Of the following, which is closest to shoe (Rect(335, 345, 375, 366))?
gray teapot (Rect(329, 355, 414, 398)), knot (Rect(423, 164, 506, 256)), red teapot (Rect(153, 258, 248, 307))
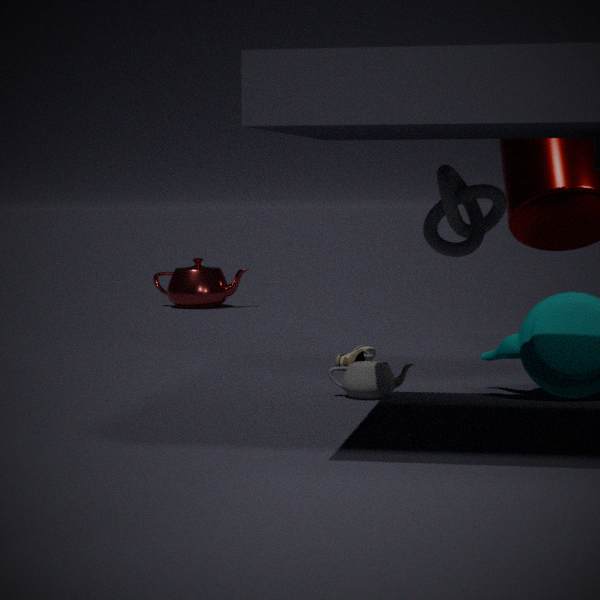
gray teapot (Rect(329, 355, 414, 398))
